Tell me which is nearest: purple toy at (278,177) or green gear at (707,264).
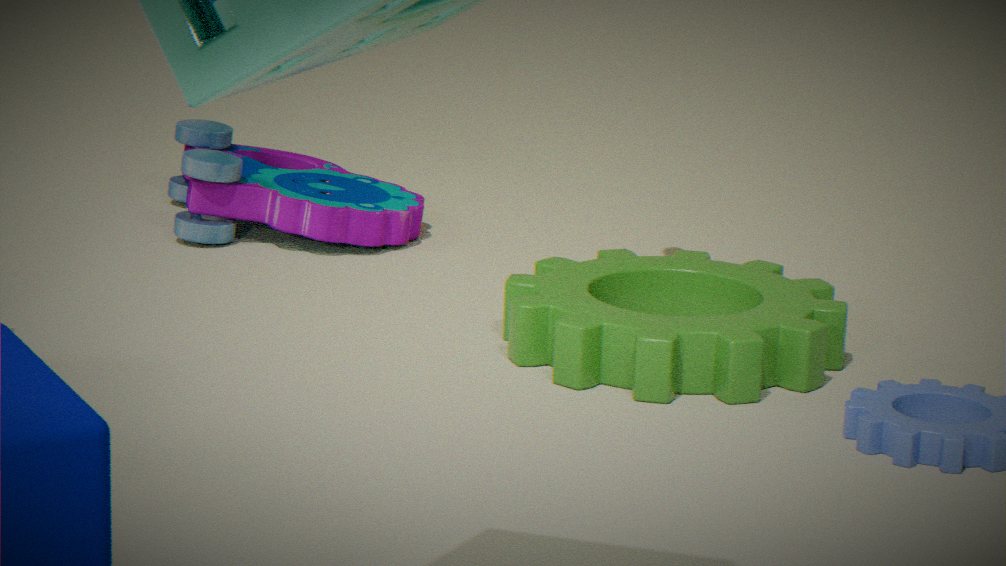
green gear at (707,264)
